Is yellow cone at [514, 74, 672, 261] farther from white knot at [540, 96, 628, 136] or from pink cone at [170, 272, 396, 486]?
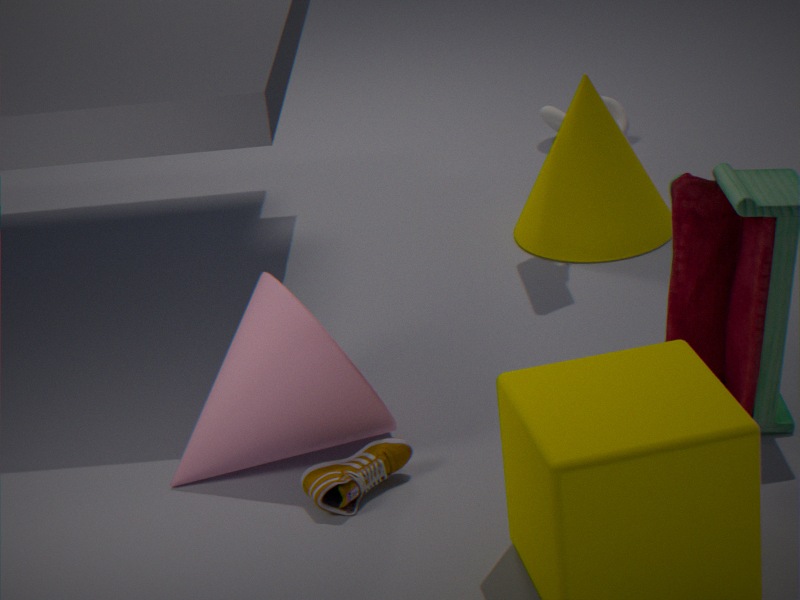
pink cone at [170, 272, 396, 486]
